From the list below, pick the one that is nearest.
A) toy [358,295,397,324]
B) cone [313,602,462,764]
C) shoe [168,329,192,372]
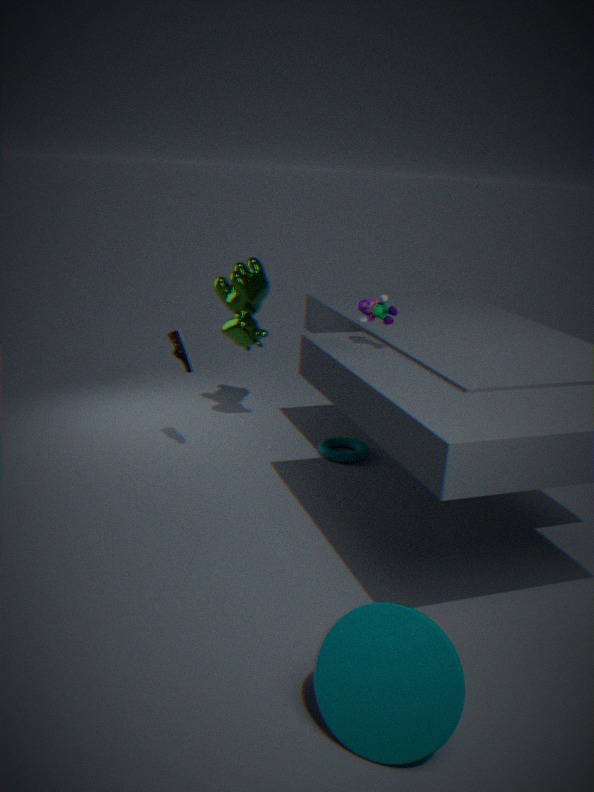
cone [313,602,462,764]
